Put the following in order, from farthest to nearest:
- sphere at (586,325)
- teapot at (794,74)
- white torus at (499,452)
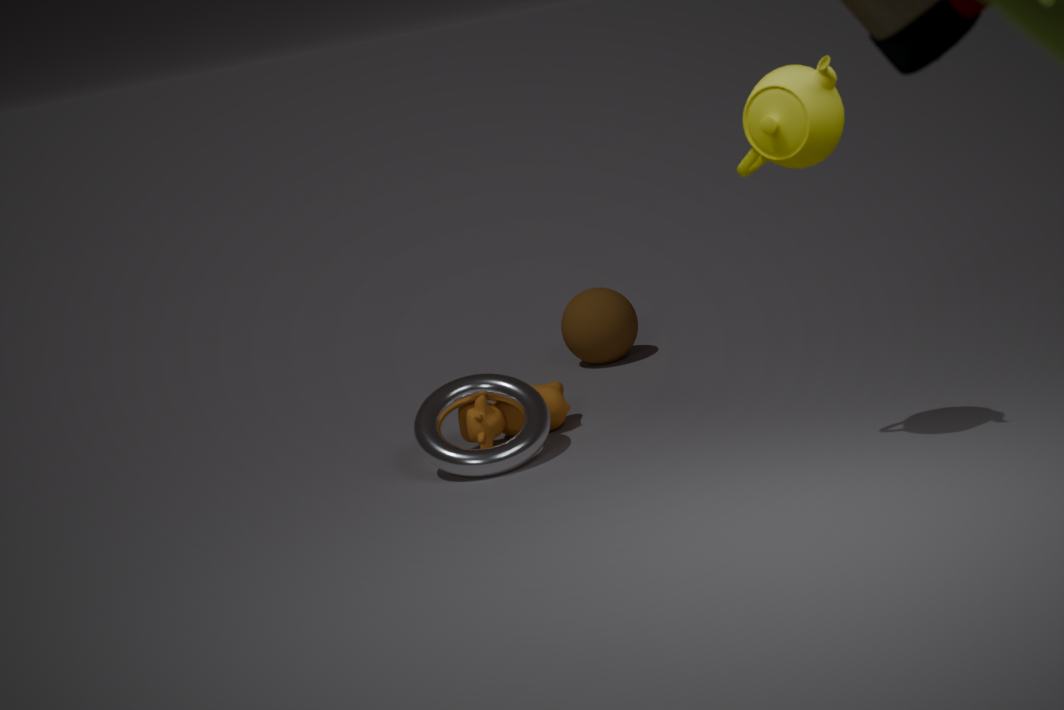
sphere at (586,325) < white torus at (499,452) < teapot at (794,74)
